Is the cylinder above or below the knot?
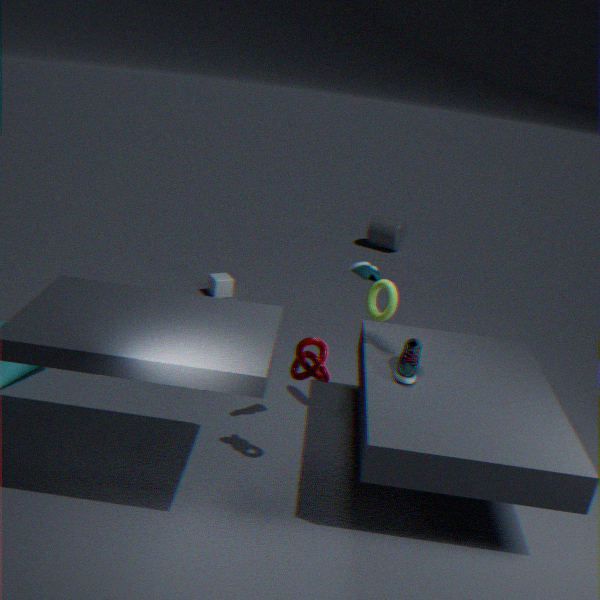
below
